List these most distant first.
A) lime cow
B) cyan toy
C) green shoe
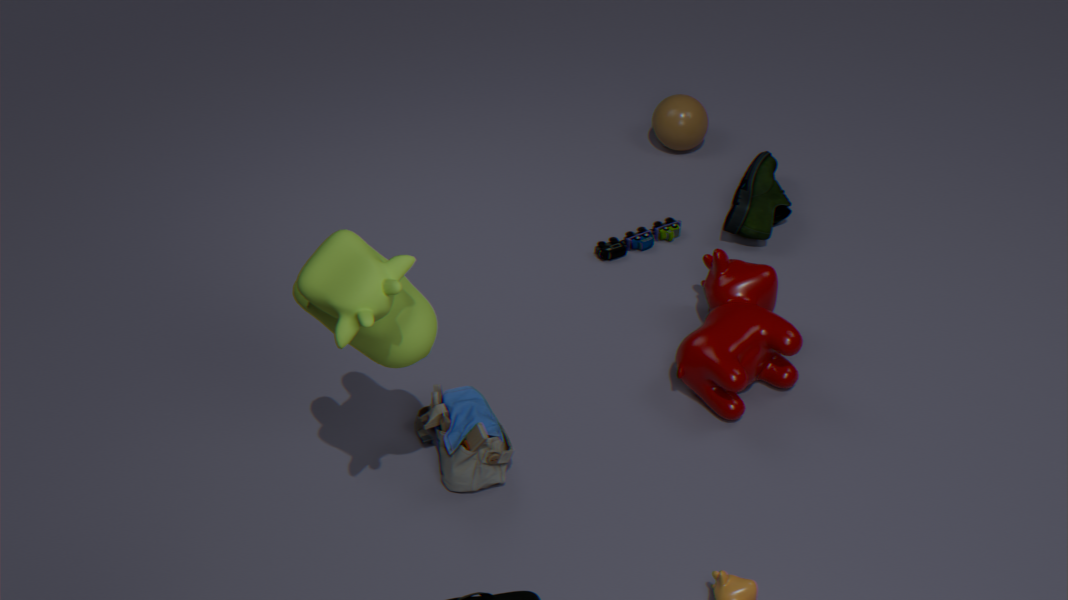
1. green shoe
2. cyan toy
3. lime cow
